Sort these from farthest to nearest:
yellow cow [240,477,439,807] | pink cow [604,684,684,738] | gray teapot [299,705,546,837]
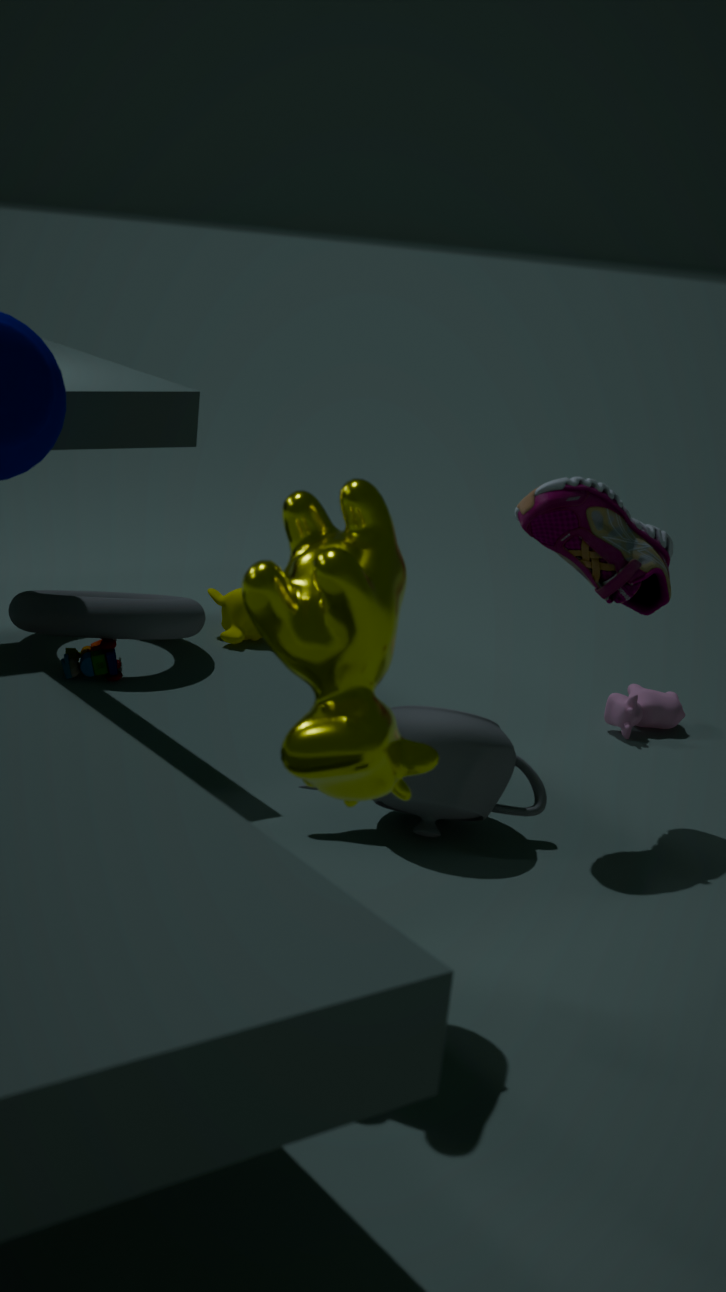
pink cow [604,684,684,738] < gray teapot [299,705,546,837] < yellow cow [240,477,439,807]
